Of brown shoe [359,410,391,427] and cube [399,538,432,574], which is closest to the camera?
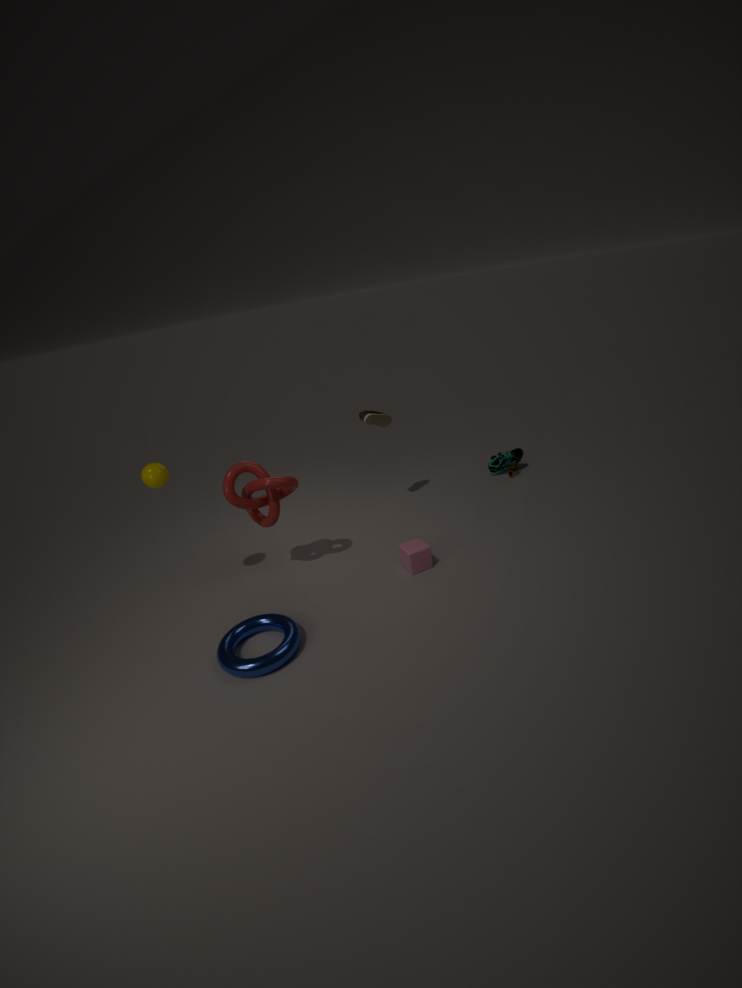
cube [399,538,432,574]
